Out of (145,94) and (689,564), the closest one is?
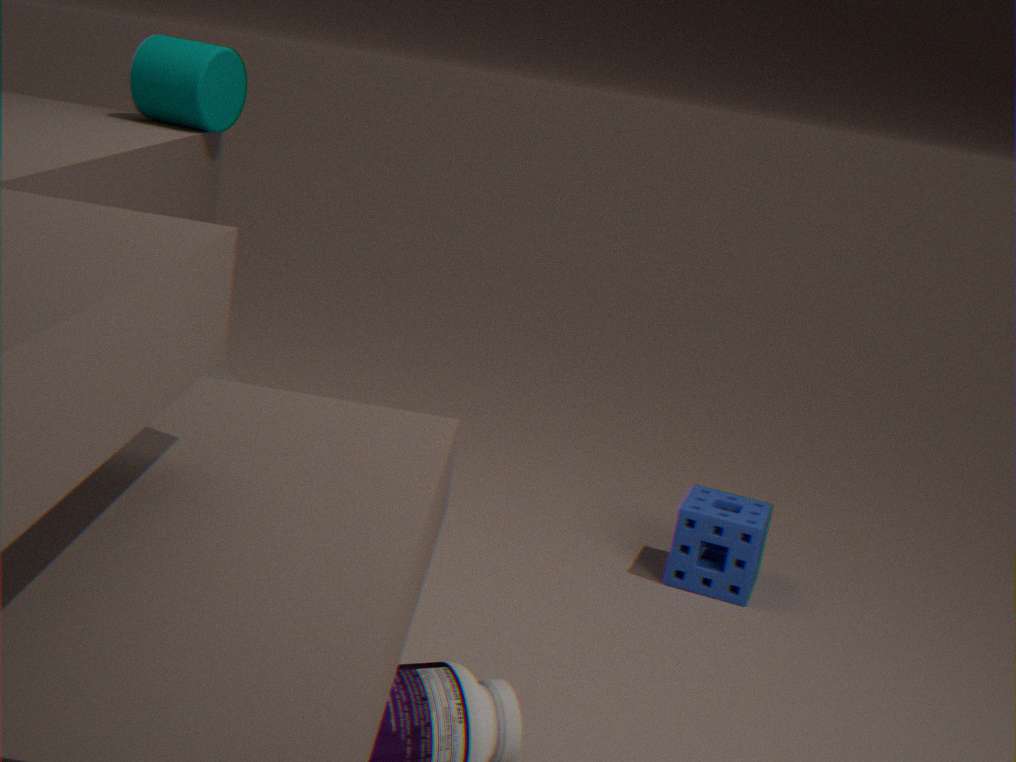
(145,94)
